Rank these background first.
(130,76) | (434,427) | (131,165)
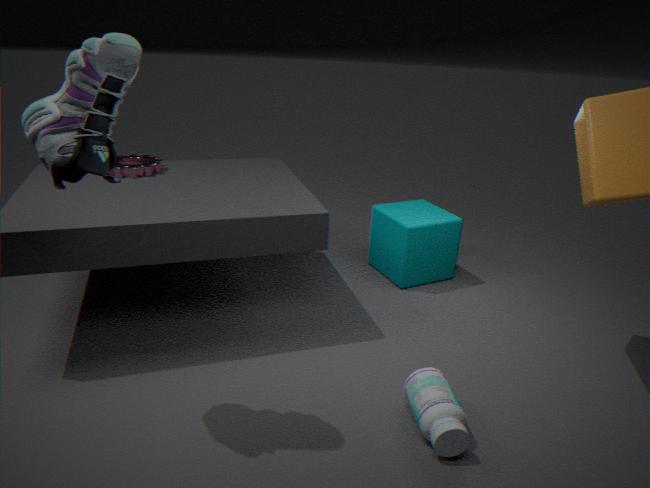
(131,165) → (434,427) → (130,76)
